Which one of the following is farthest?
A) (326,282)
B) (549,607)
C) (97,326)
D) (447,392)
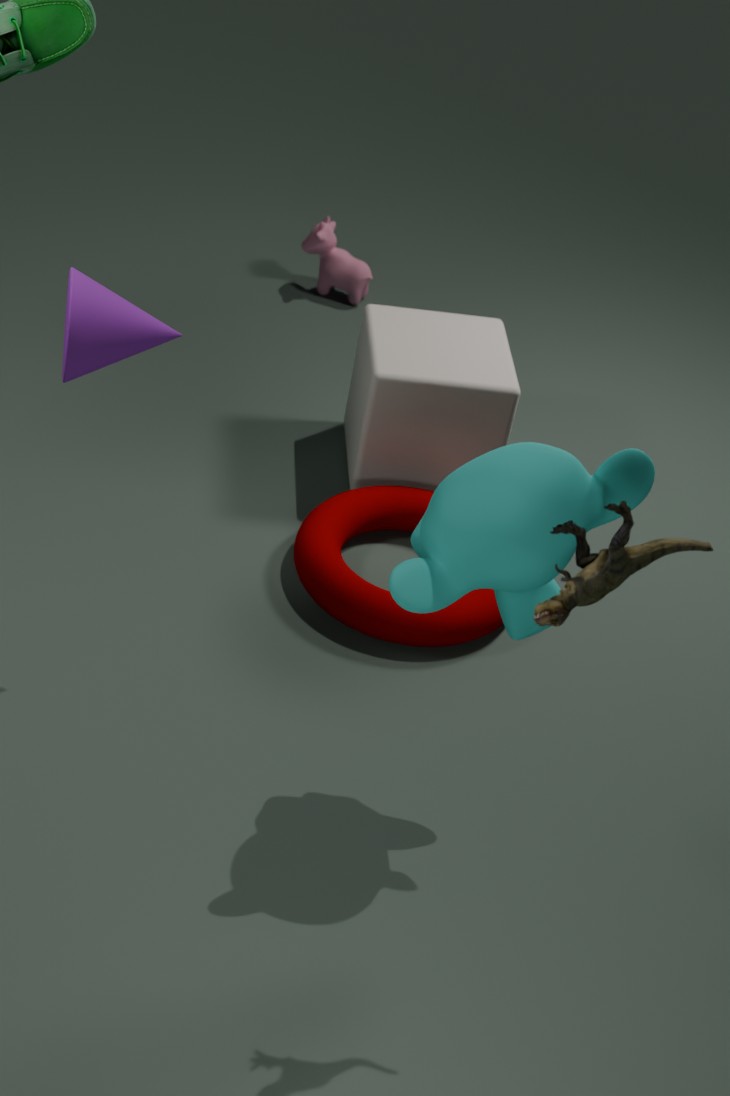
(326,282)
